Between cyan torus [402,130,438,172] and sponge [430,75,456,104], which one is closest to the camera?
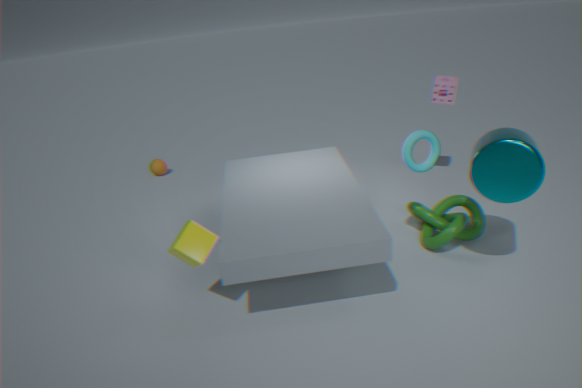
cyan torus [402,130,438,172]
